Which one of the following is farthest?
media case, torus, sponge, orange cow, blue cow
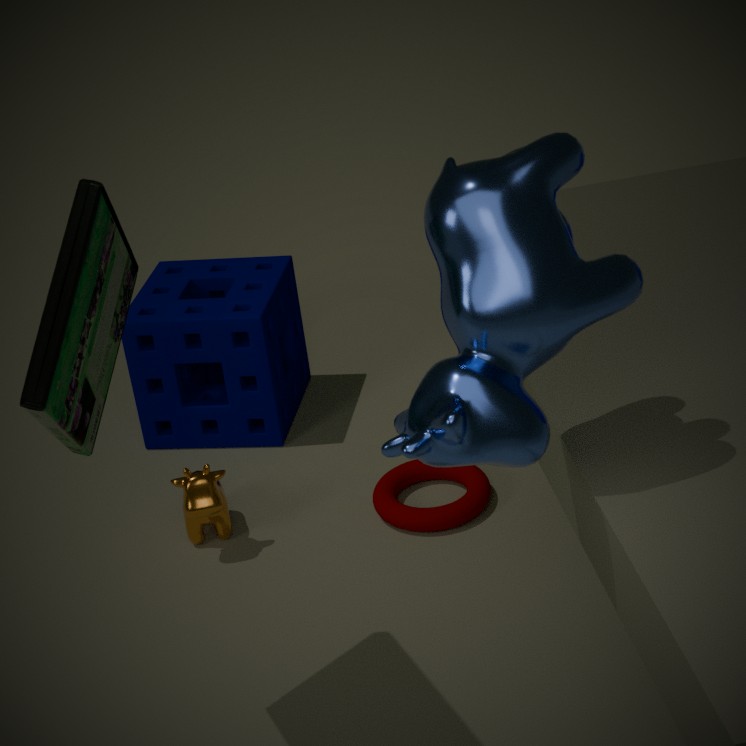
sponge
